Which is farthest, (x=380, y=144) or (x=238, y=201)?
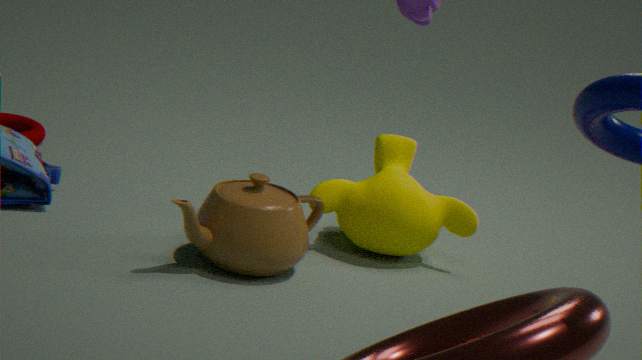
Answer: (x=380, y=144)
